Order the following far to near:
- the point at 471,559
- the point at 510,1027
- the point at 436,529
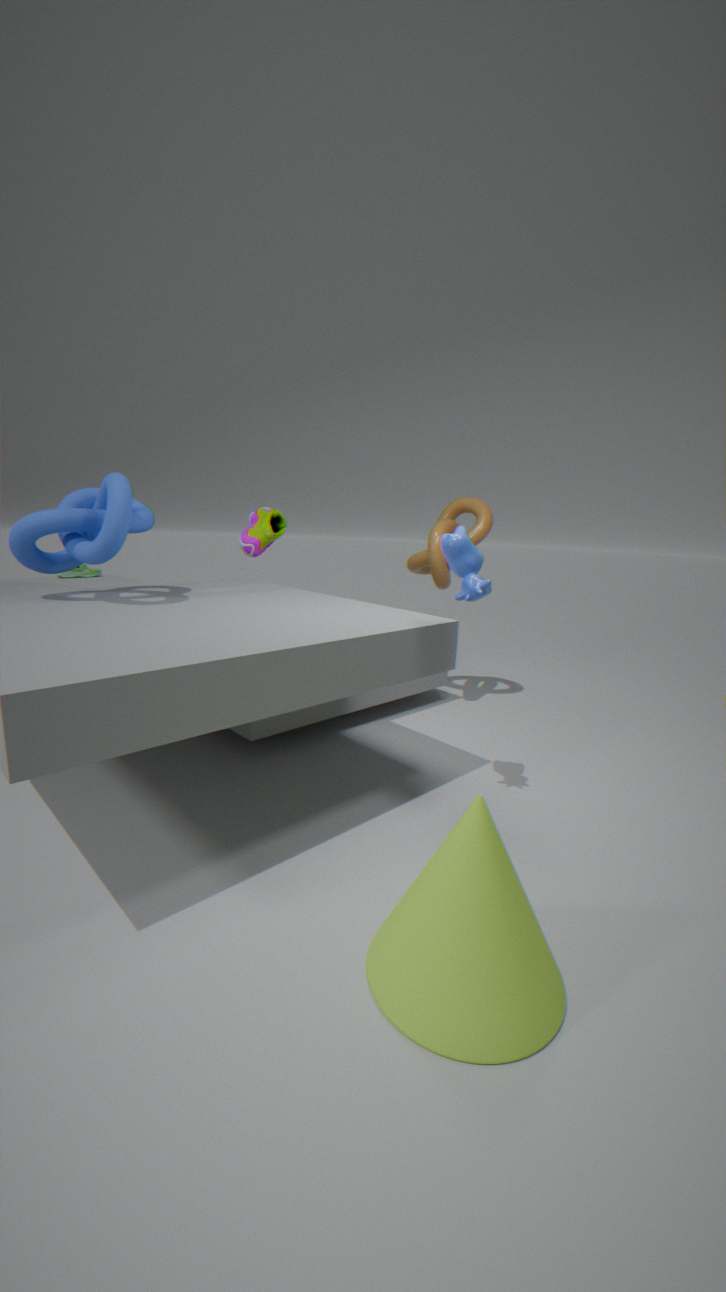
the point at 436,529 < the point at 471,559 < the point at 510,1027
